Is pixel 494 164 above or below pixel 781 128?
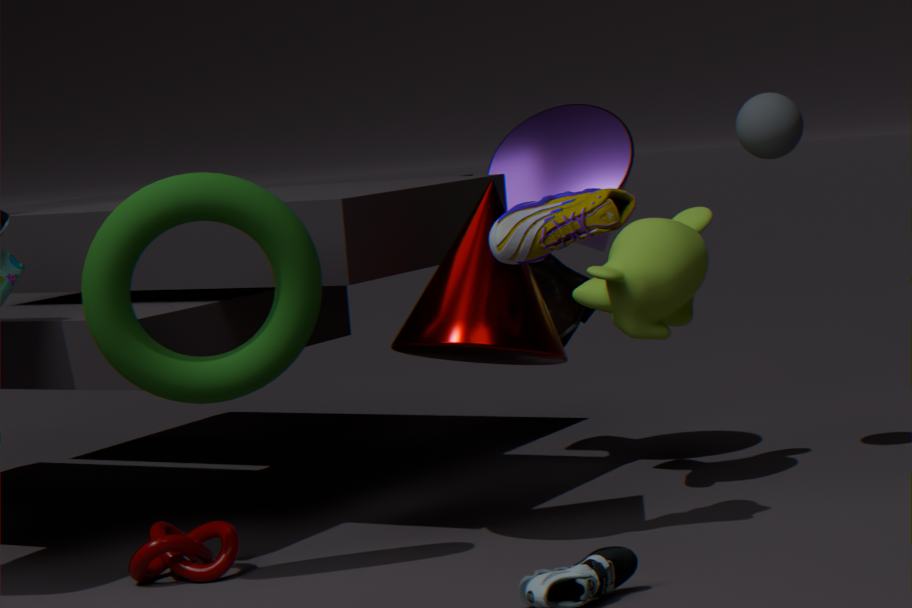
below
